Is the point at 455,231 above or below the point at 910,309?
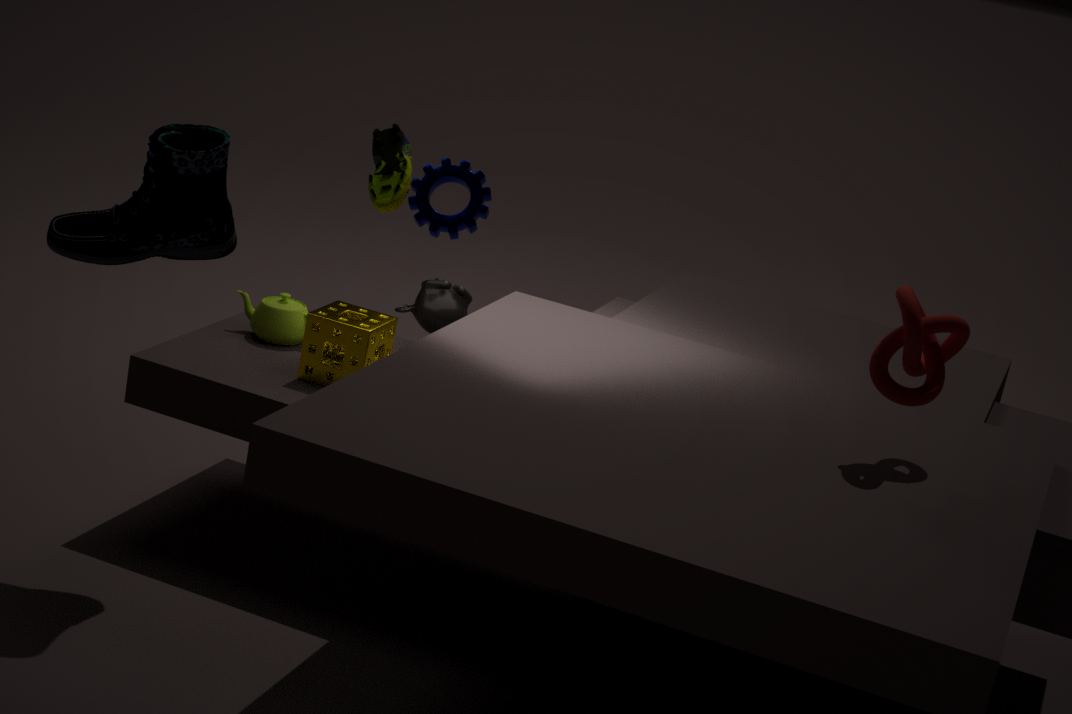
below
